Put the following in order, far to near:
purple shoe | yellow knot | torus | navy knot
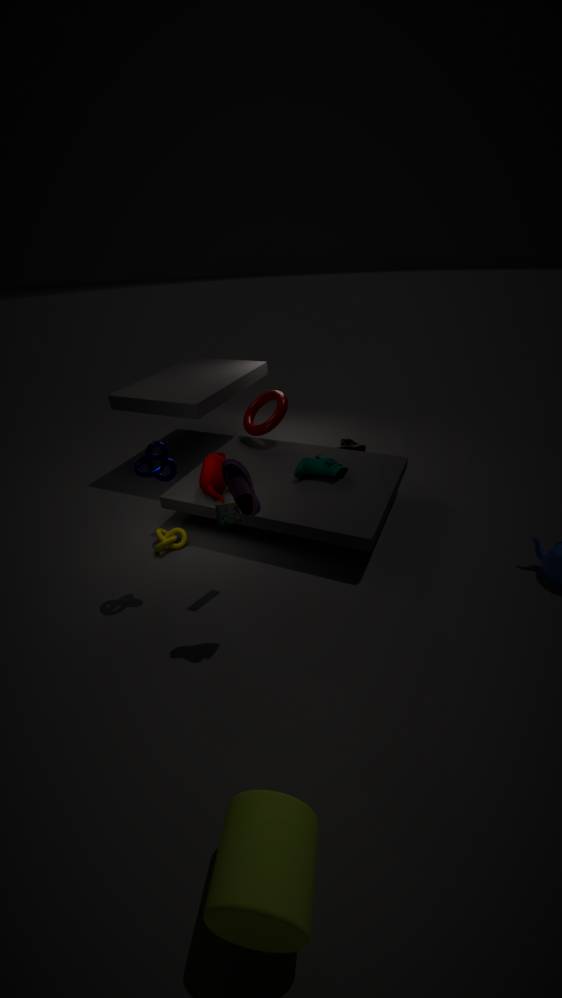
torus → yellow knot → navy knot → purple shoe
